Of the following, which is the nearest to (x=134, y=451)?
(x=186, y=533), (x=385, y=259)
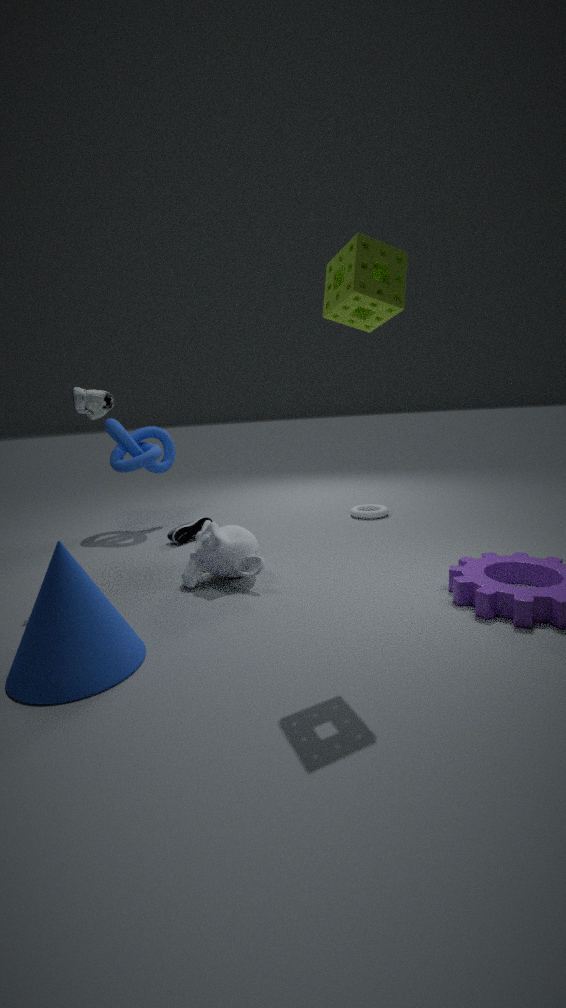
(x=186, y=533)
